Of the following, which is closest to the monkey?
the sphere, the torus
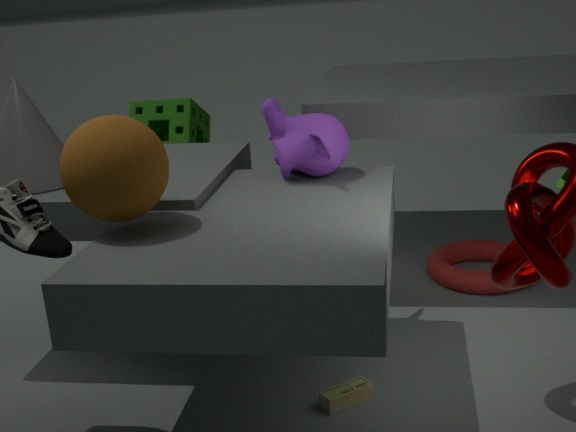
the sphere
